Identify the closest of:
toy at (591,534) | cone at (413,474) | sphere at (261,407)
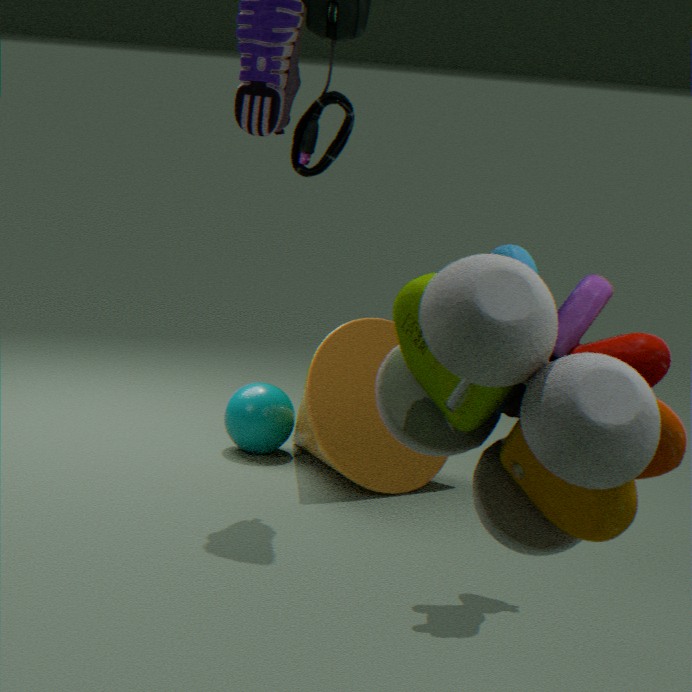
toy at (591,534)
